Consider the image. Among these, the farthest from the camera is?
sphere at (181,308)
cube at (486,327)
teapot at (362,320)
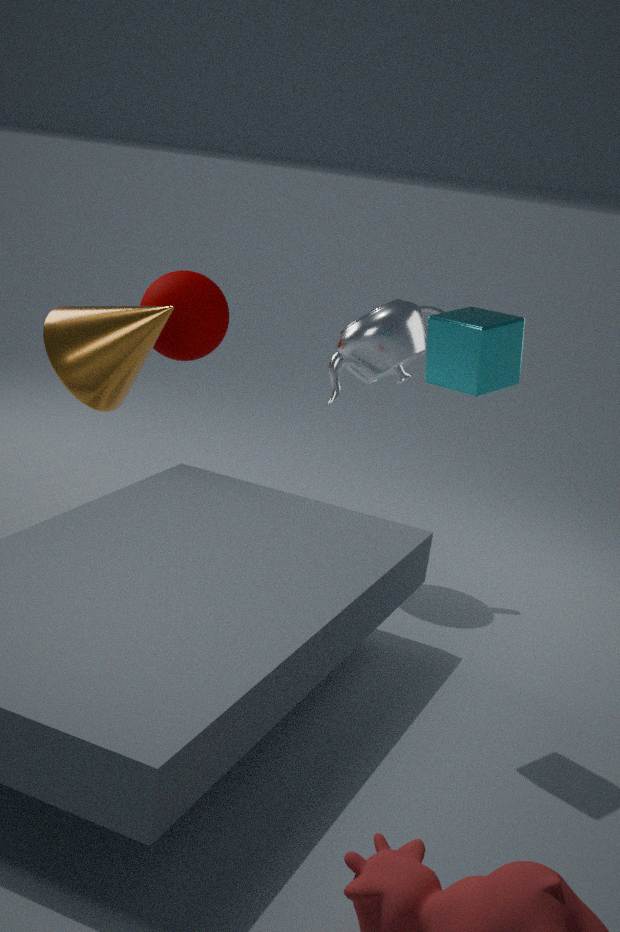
sphere at (181,308)
